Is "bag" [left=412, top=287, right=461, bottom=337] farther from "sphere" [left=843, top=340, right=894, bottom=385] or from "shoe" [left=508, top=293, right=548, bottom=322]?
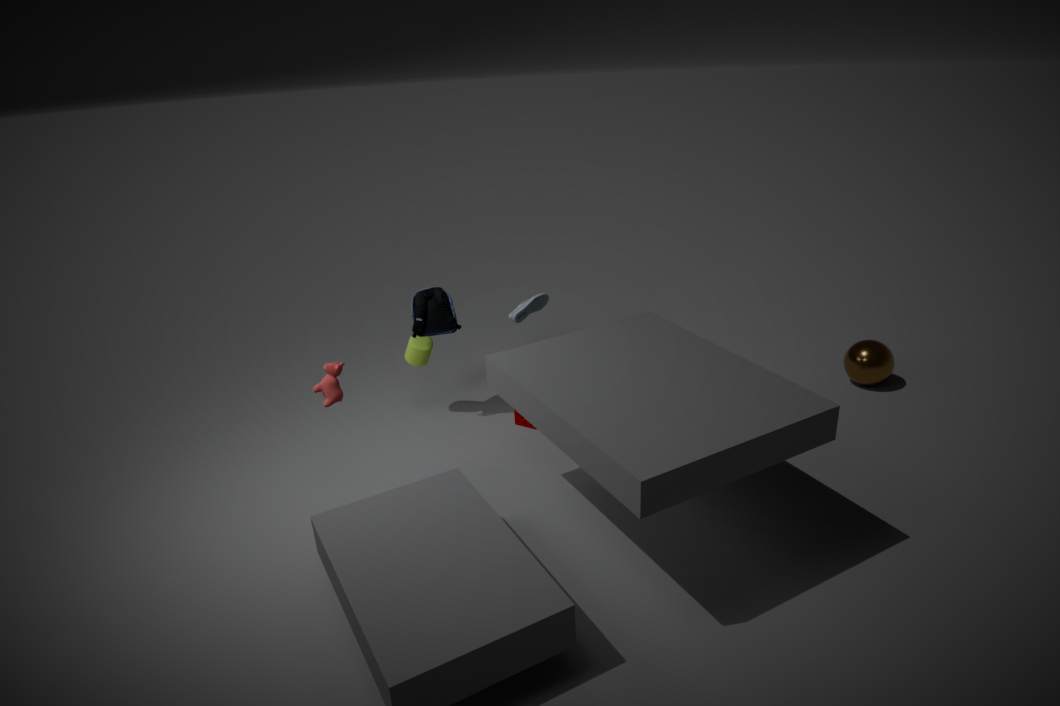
"sphere" [left=843, top=340, right=894, bottom=385]
